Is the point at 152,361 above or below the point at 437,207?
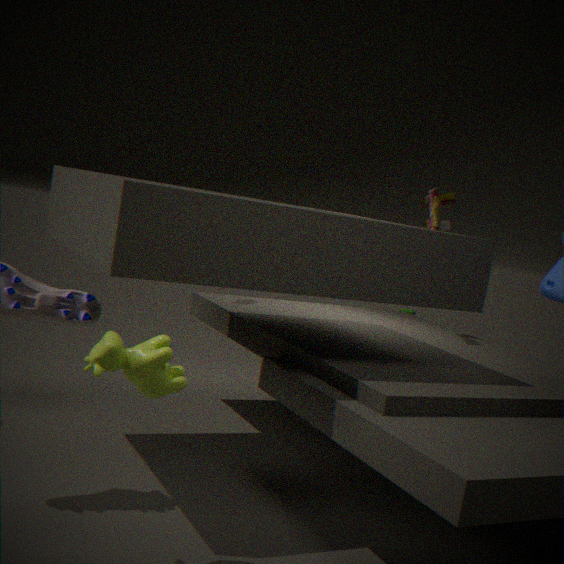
below
